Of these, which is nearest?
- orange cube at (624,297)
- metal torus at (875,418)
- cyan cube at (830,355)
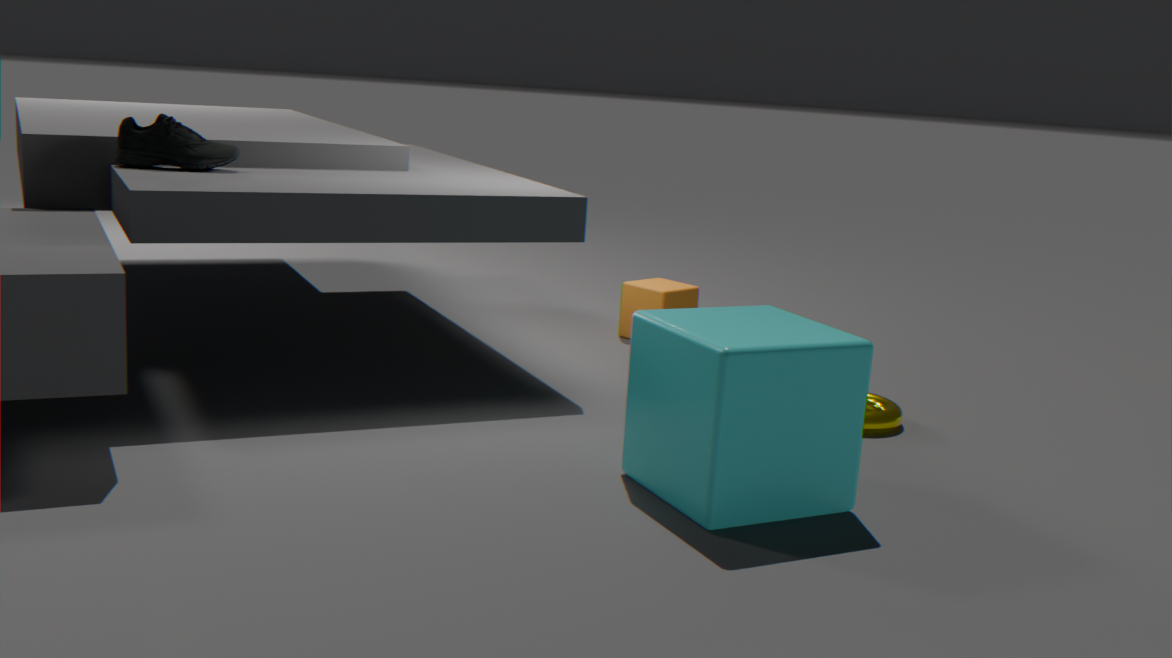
cyan cube at (830,355)
